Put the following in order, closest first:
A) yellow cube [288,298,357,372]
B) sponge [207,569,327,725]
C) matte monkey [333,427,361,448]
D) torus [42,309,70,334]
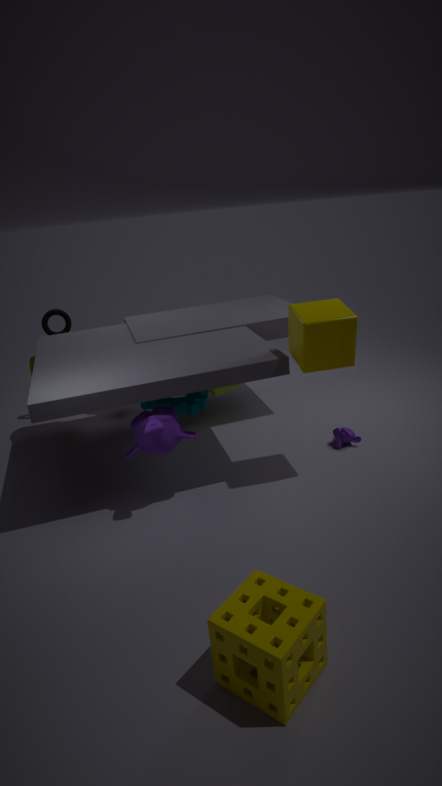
1. sponge [207,569,327,725]
2. yellow cube [288,298,357,372]
3. matte monkey [333,427,361,448]
4. torus [42,309,70,334]
